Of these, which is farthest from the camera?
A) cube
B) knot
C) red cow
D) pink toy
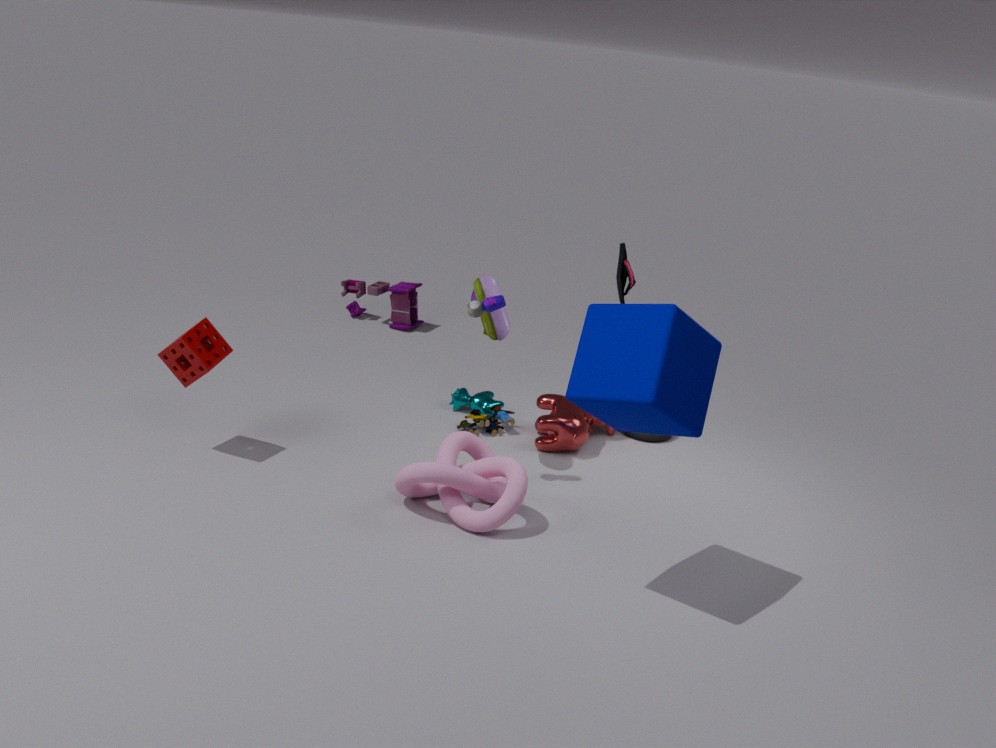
pink toy
